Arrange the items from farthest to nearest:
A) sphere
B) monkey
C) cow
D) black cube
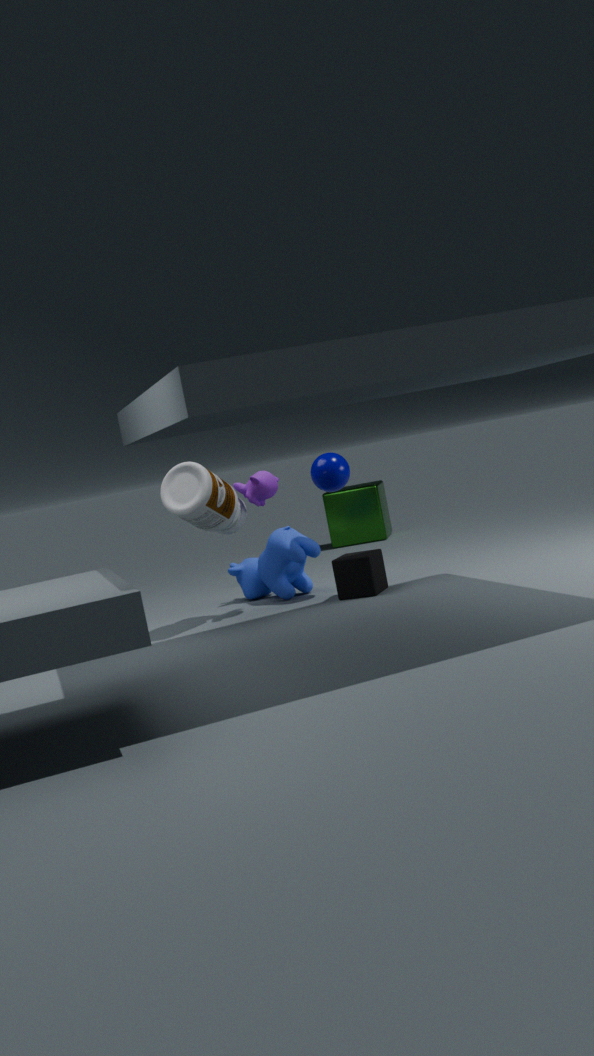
cow, sphere, monkey, black cube
